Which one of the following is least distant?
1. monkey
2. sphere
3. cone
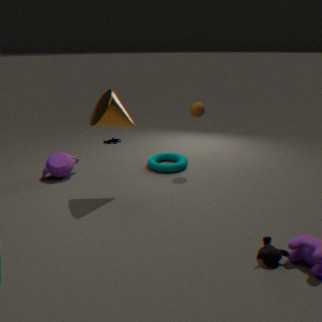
monkey
